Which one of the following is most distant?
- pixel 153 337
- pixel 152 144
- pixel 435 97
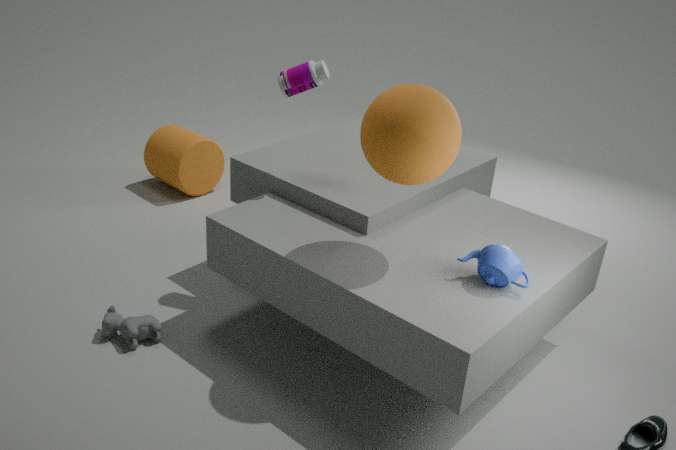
pixel 152 144
